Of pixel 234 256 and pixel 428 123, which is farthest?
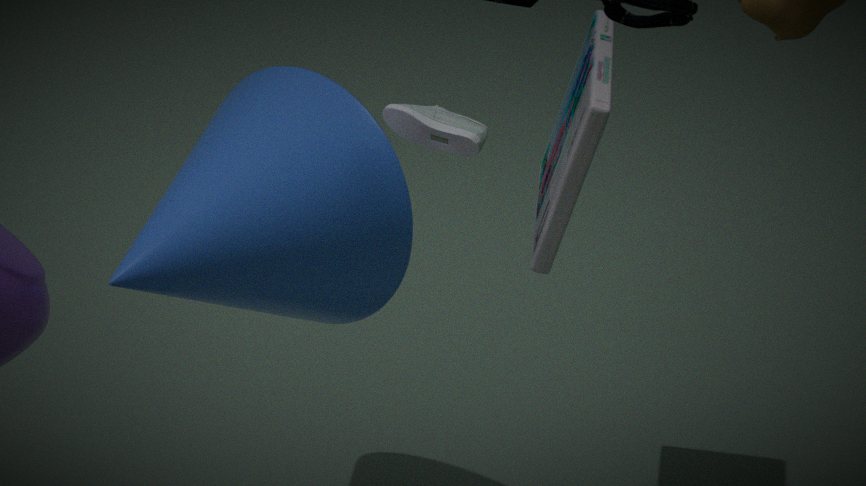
pixel 428 123
